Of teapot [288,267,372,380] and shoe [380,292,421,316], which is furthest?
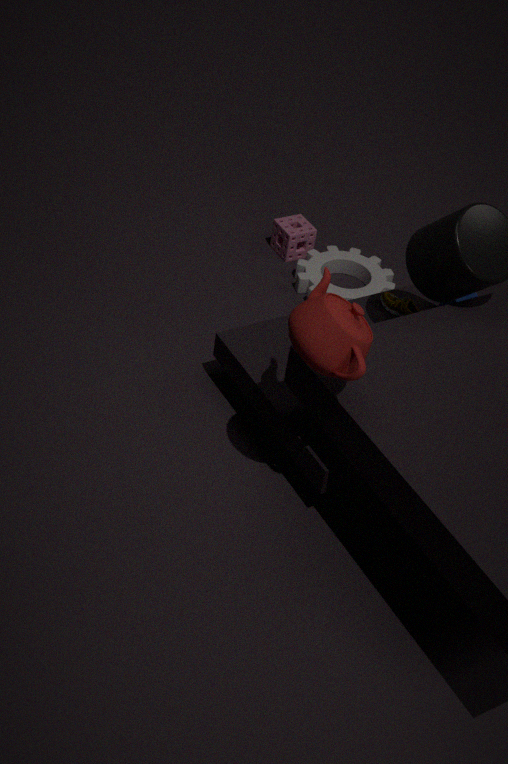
shoe [380,292,421,316]
